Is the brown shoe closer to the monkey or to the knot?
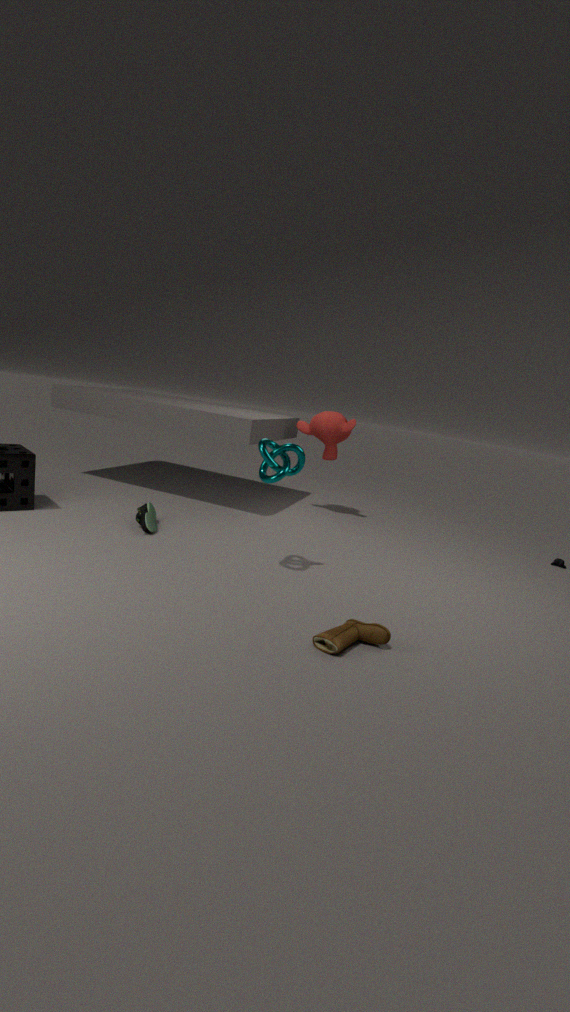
the knot
